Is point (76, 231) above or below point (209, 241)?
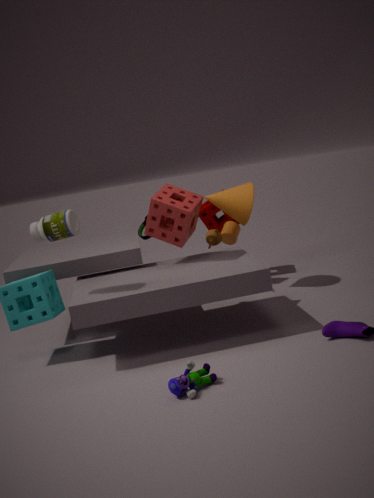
above
